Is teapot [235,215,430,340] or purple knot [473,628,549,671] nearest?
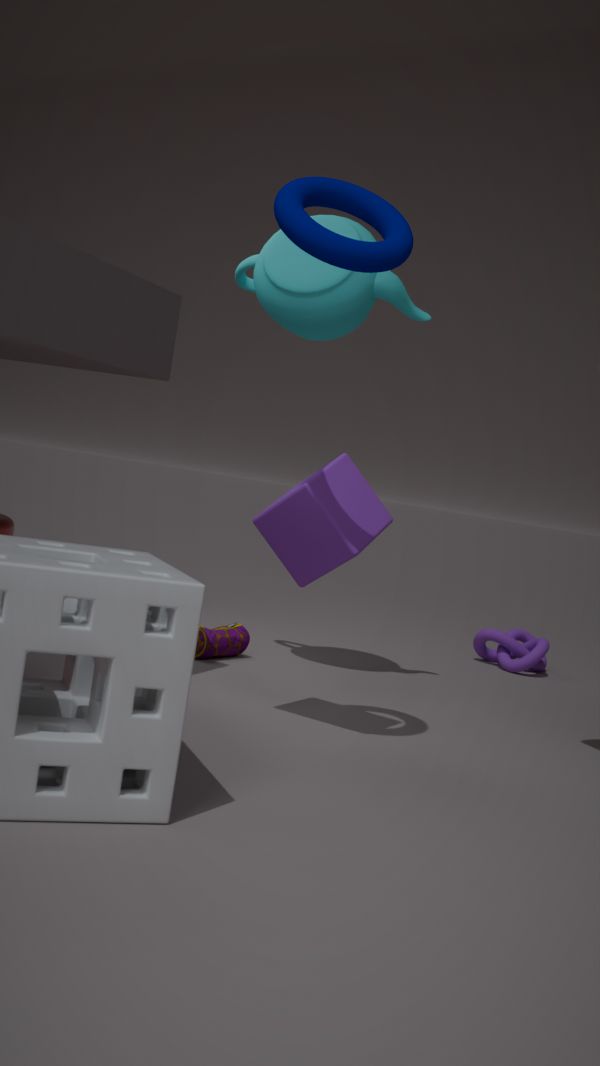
teapot [235,215,430,340]
